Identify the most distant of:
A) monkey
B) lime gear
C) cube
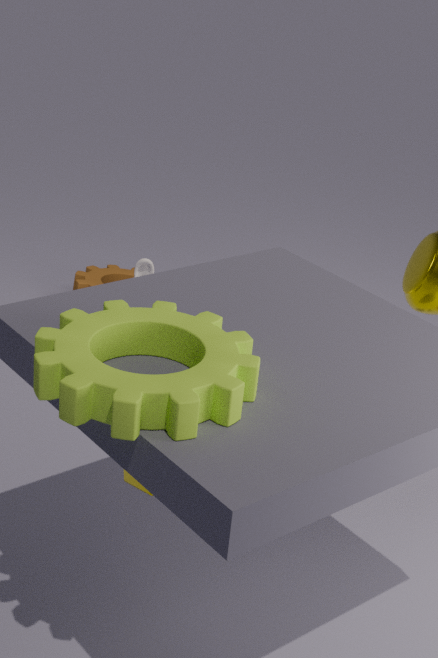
monkey
